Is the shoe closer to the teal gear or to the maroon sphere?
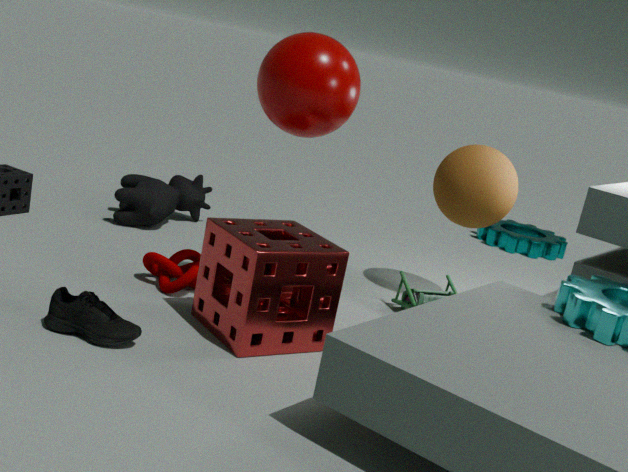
the maroon sphere
